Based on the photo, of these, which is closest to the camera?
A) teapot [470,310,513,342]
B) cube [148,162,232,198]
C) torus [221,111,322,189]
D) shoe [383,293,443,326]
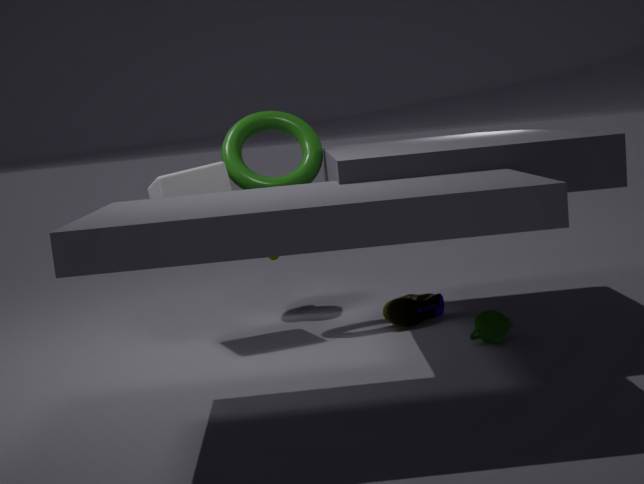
teapot [470,310,513,342]
